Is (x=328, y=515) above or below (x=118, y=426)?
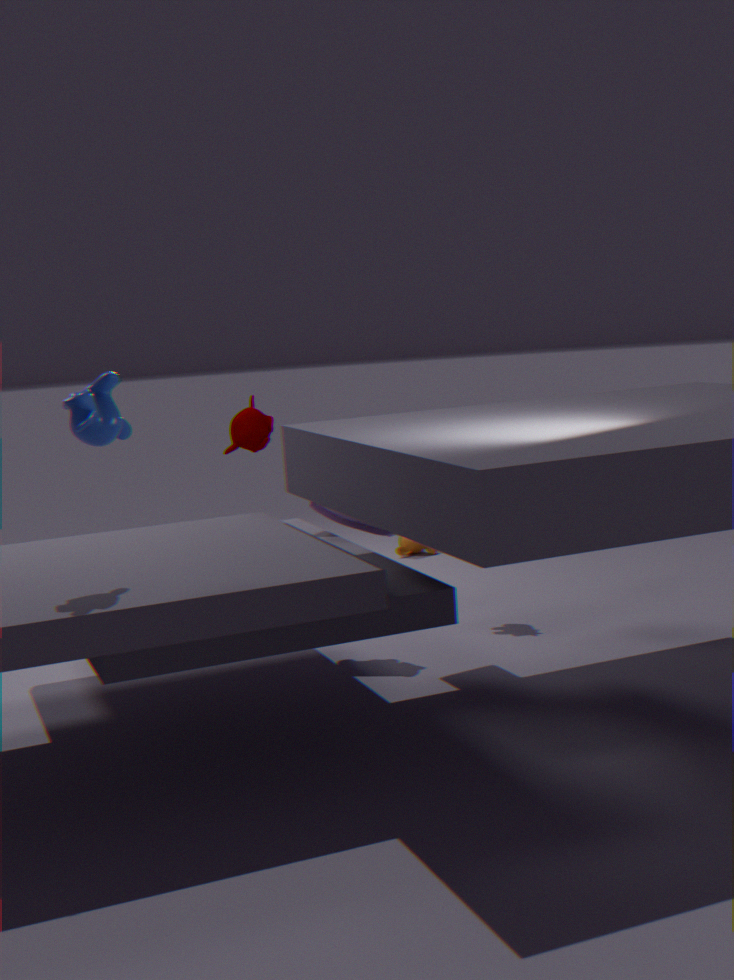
below
